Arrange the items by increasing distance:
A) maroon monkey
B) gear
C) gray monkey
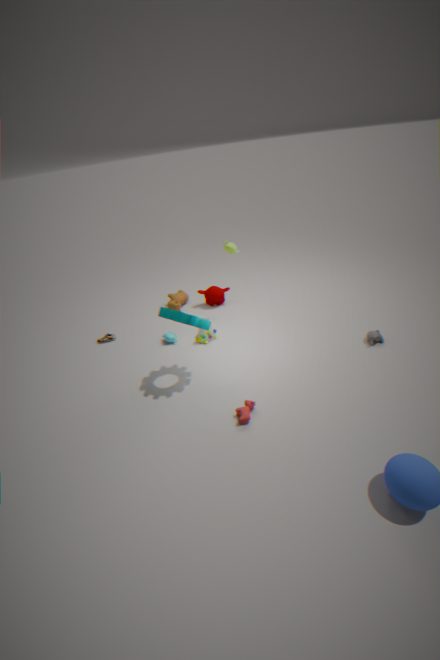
gear → gray monkey → maroon monkey
